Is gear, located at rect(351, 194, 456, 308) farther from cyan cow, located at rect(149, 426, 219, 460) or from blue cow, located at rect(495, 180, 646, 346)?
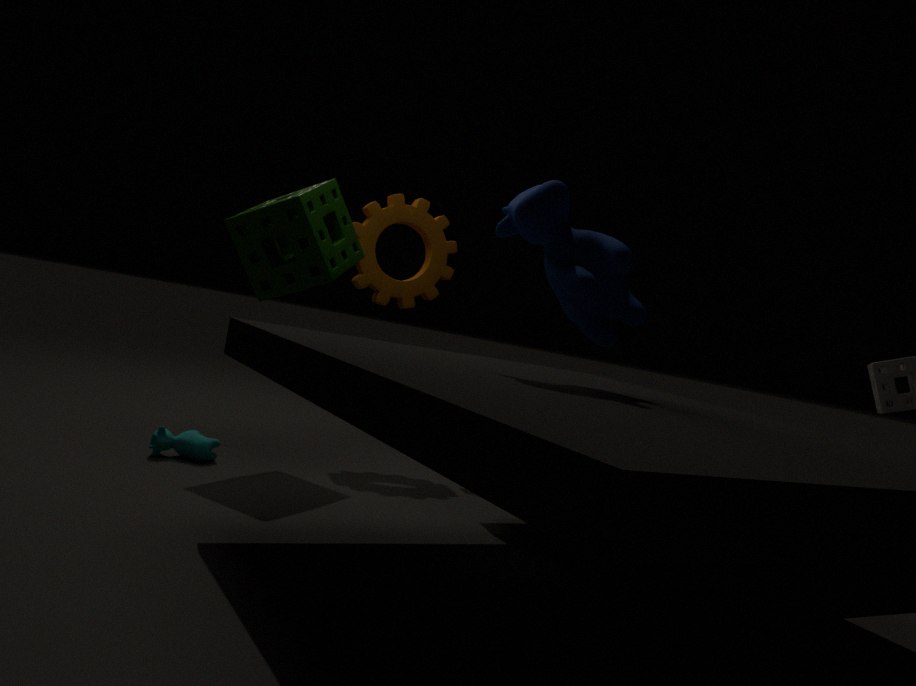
blue cow, located at rect(495, 180, 646, 346)
